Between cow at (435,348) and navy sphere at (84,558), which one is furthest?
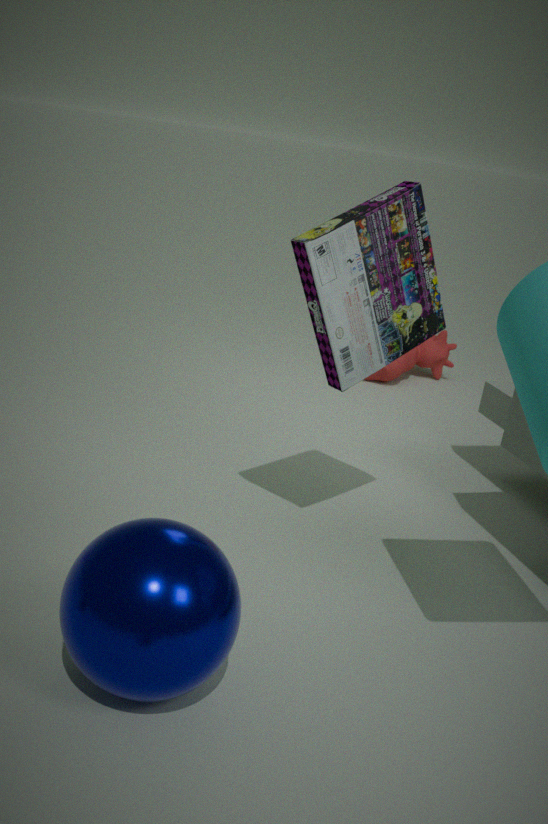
cow at (435,348)
